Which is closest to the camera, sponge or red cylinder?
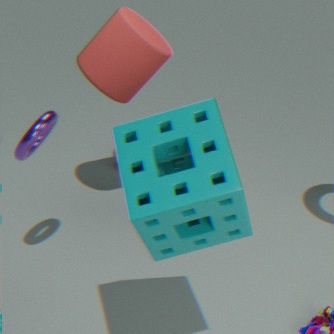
sponge
